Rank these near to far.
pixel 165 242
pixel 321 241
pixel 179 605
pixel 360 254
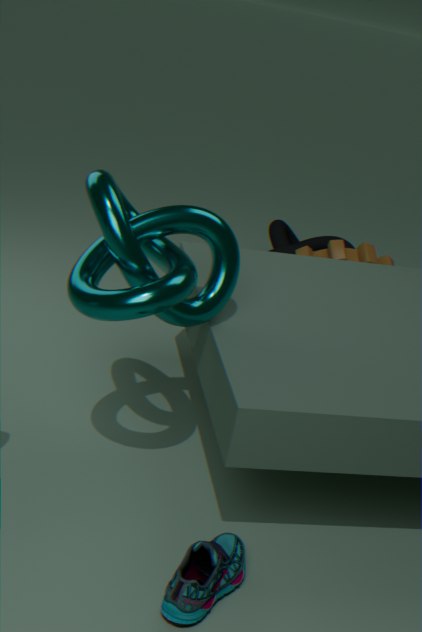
pixel 179 605
pixel 165 242
pixel 360 254
pixel 321 241
